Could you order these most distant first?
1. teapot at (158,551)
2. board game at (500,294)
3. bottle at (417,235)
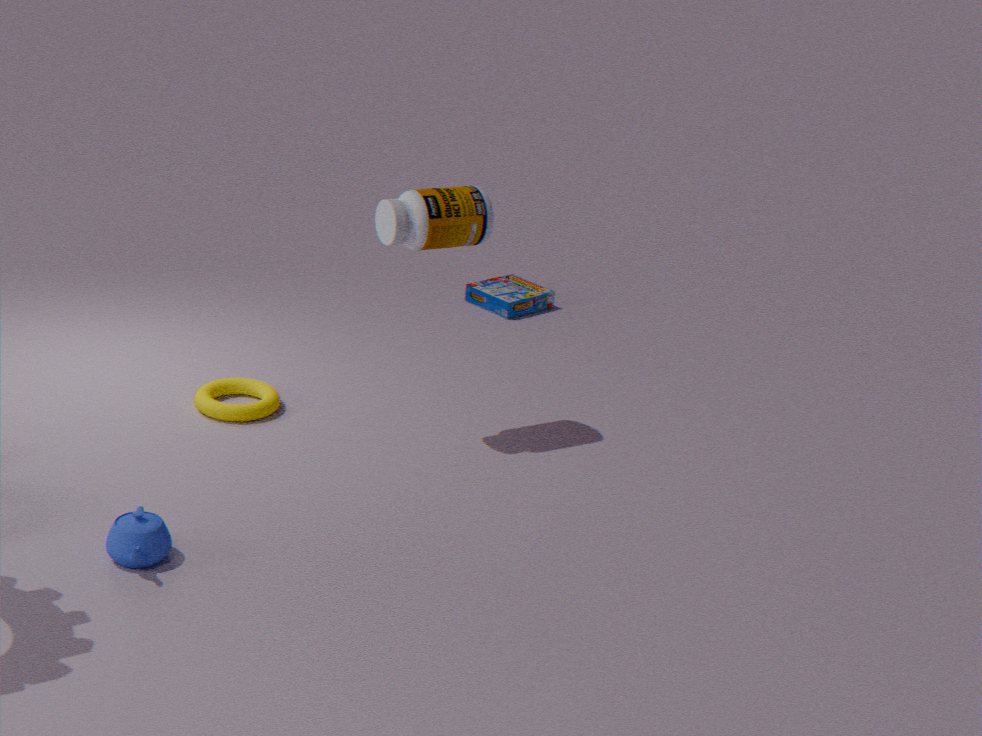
board game at (500,294), bottle at (417,235), teapot at (158,551)
